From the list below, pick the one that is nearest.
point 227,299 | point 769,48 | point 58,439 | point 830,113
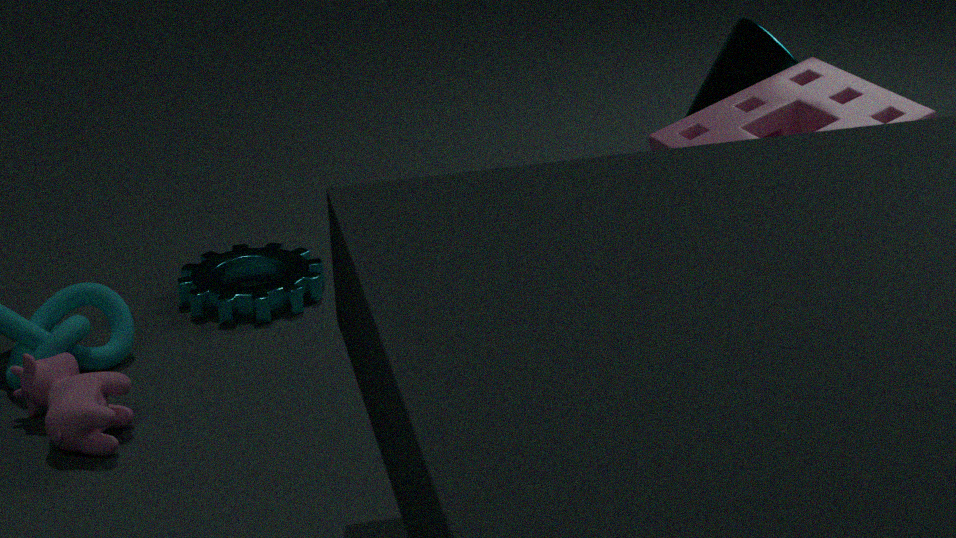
point 58,439
